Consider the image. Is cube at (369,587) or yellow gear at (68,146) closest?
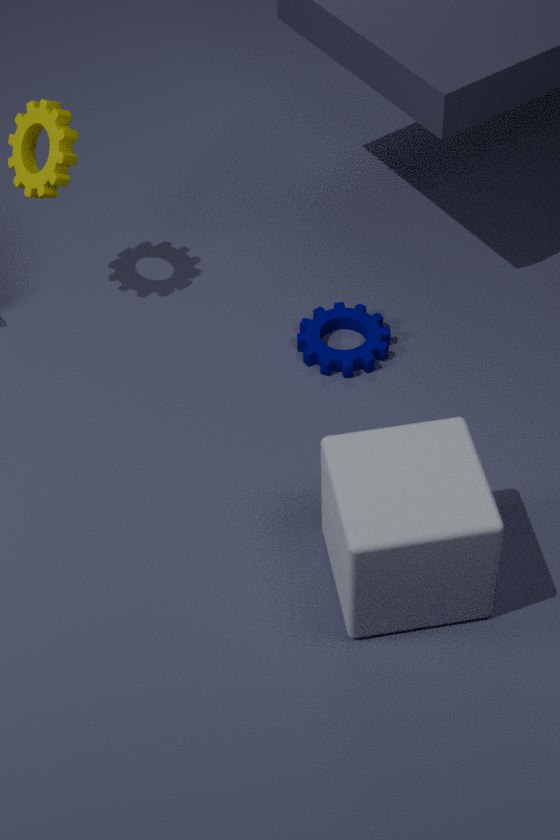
cube at (369,587)
